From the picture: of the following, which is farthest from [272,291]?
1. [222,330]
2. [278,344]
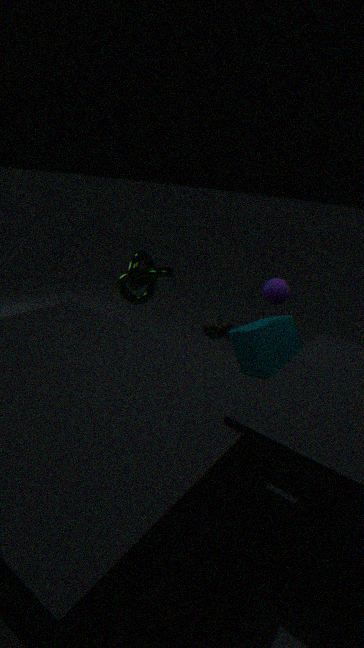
[222,330]
